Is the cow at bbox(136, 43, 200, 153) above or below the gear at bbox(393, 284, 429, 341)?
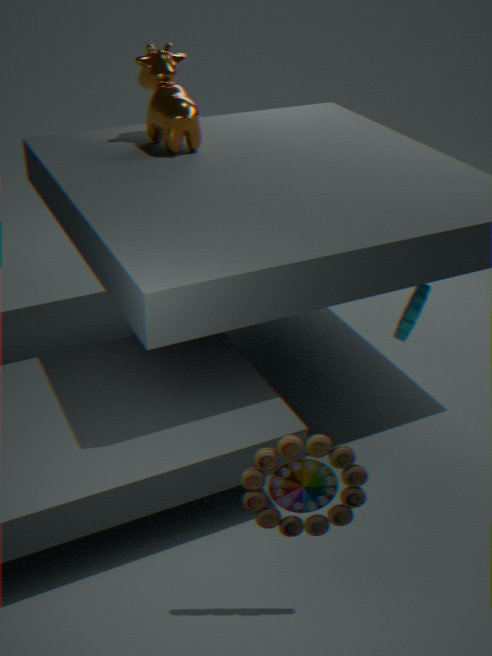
above
